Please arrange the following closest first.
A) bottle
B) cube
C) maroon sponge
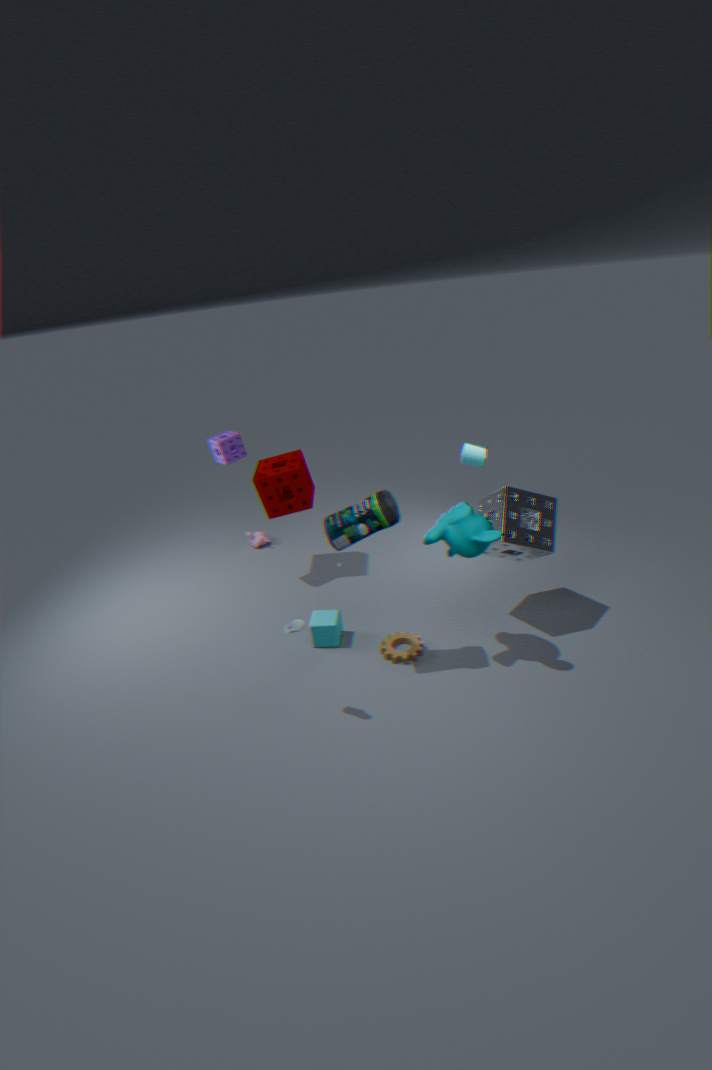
bottle < cube < maroon sponge
